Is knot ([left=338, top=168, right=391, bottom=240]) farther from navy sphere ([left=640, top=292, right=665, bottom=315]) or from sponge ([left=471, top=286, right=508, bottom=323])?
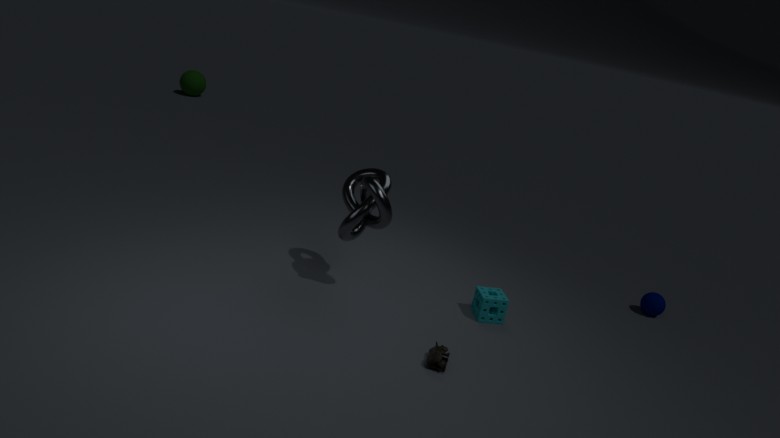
navy sphere ([left=640, top=292, right=665, bottom=315])
